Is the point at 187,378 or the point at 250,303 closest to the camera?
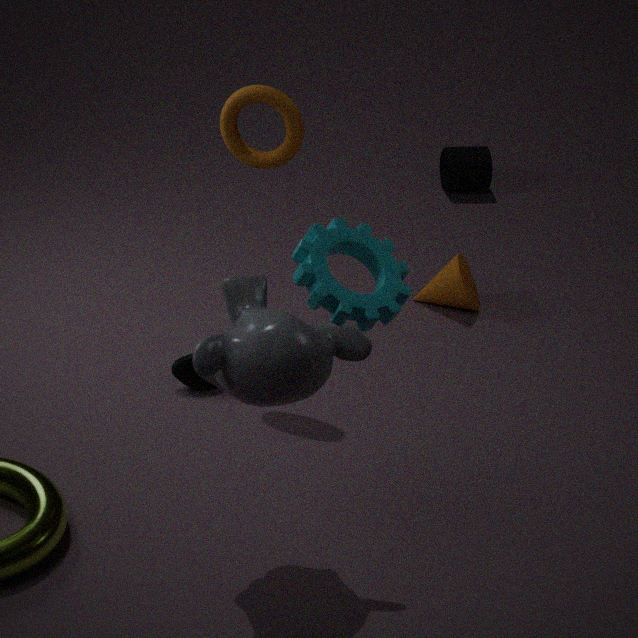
the point at 250,303
